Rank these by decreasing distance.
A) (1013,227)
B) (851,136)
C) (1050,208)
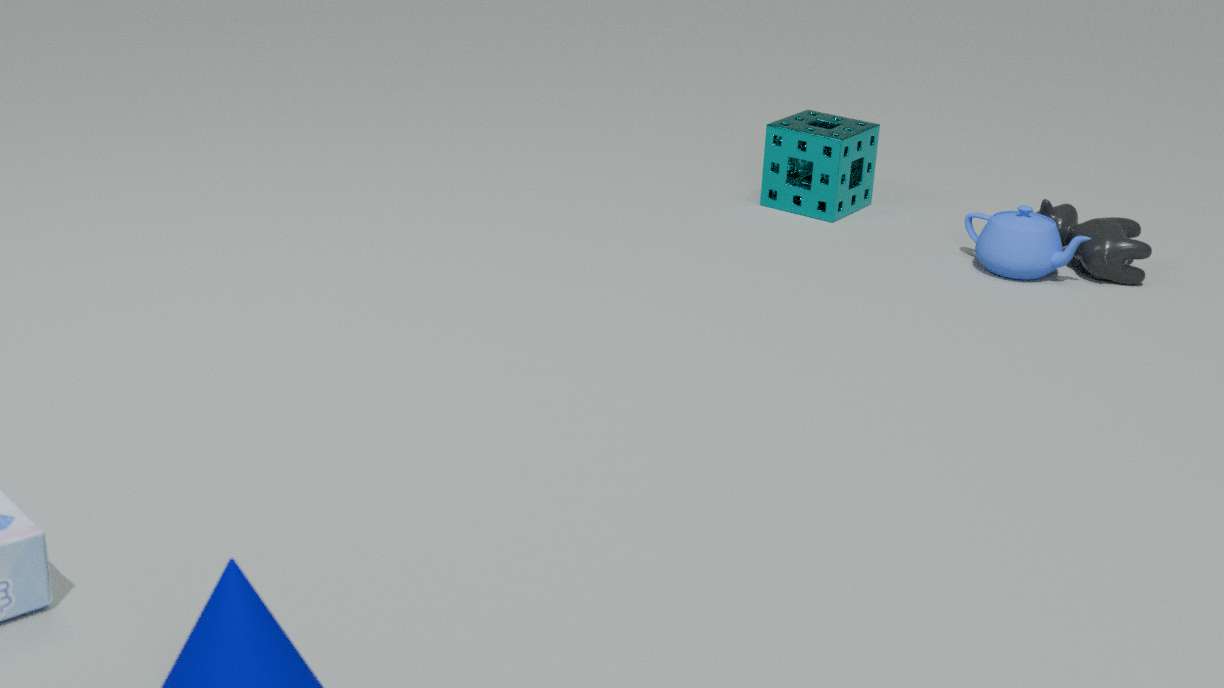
(851,136) → (1050,208) → (1013,227)
